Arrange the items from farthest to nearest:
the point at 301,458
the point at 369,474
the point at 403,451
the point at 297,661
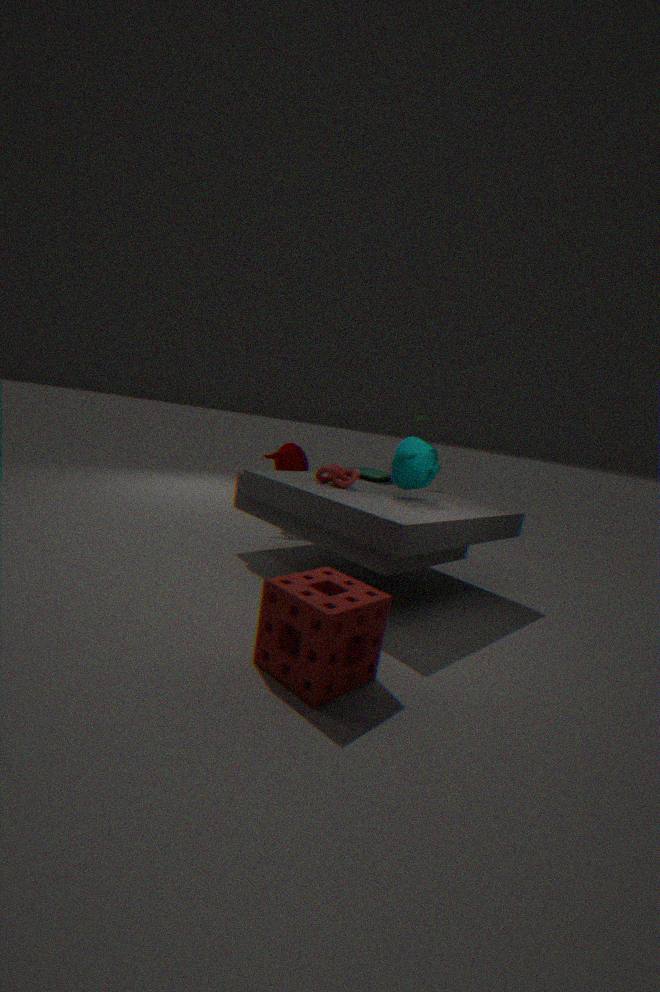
1. the point at 301,458
2. the point at 369,474
3. the point at 403,451
4. the point at 297,661
